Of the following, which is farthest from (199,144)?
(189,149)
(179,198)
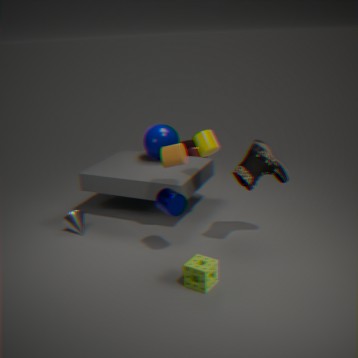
(189,149)
